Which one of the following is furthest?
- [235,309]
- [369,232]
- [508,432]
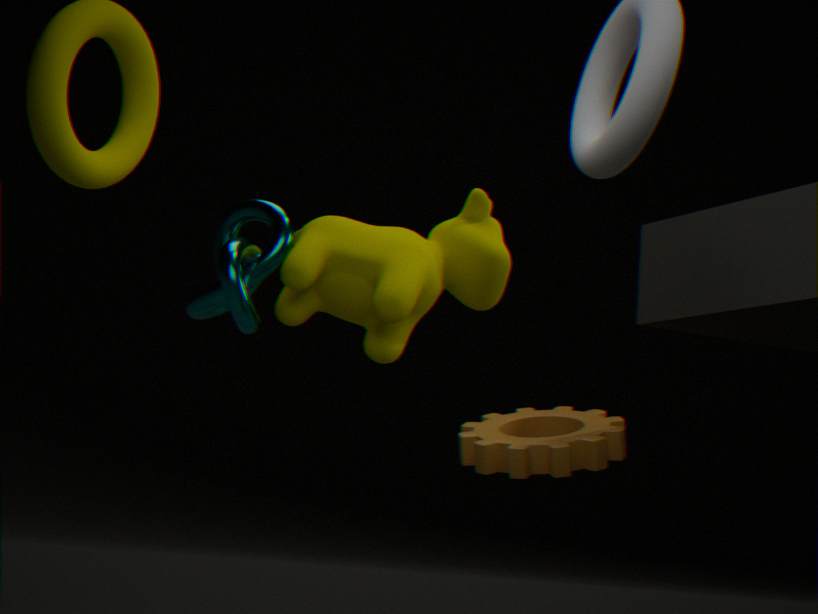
[369,232]
